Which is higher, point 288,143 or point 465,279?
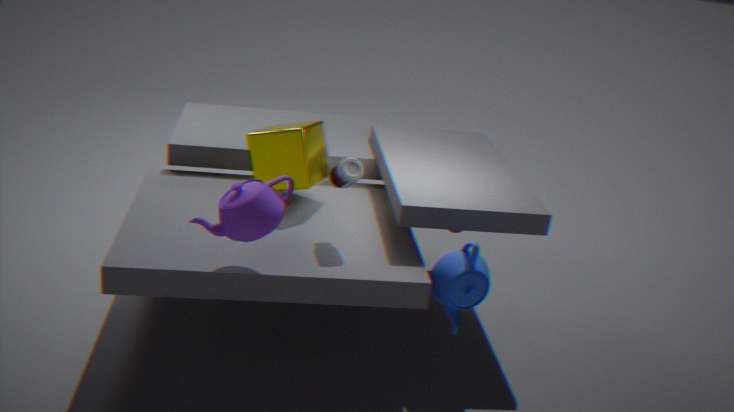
point 288,143
